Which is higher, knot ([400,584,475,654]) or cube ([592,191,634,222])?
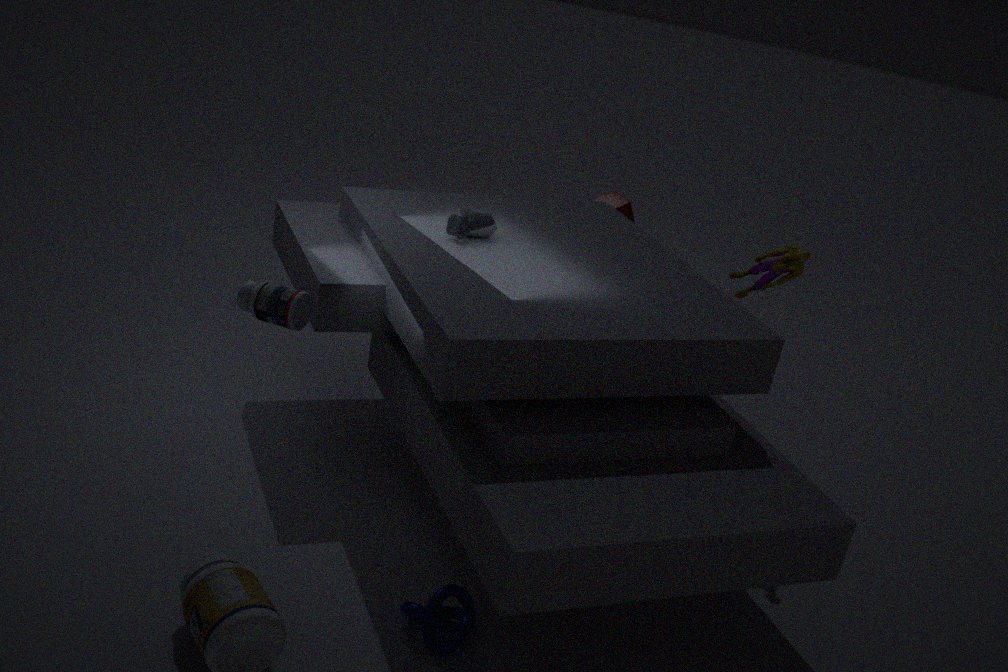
cube ([592,191,634,222])
